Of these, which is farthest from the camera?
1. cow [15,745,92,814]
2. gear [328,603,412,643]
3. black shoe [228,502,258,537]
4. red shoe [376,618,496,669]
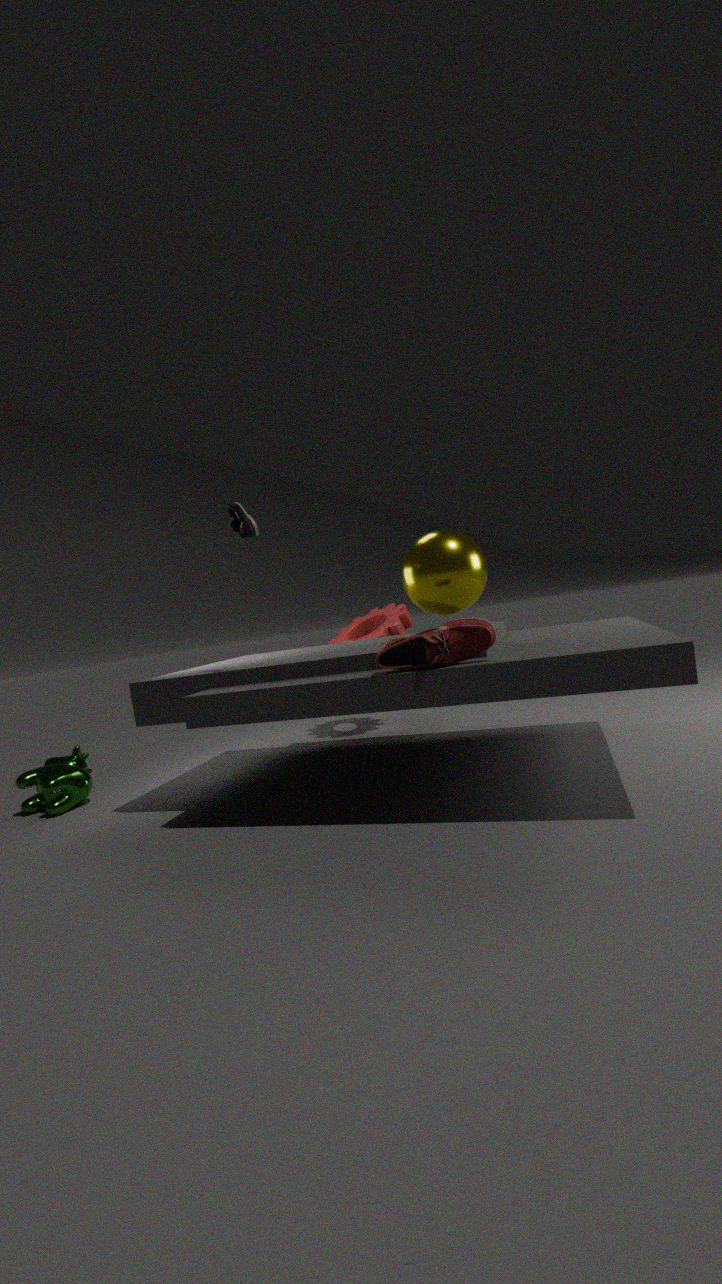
gear [328,603,412,643]
